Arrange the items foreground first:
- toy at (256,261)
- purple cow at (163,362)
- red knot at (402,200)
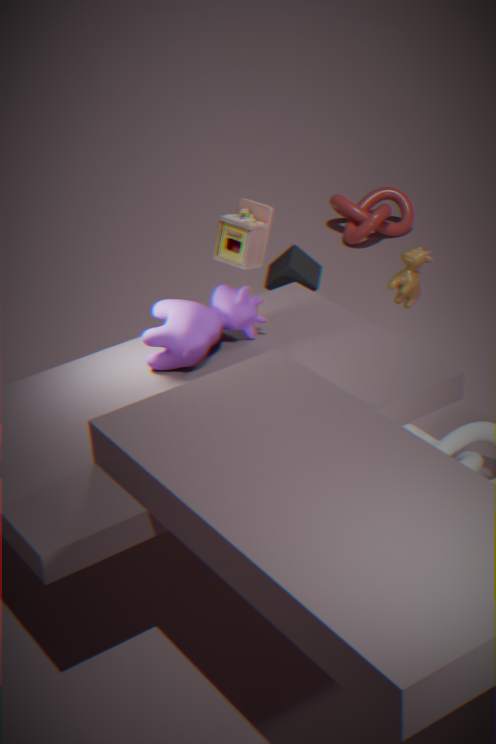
purple cow at (163,362) → toy at (256,261) → red knot at (402,200)
